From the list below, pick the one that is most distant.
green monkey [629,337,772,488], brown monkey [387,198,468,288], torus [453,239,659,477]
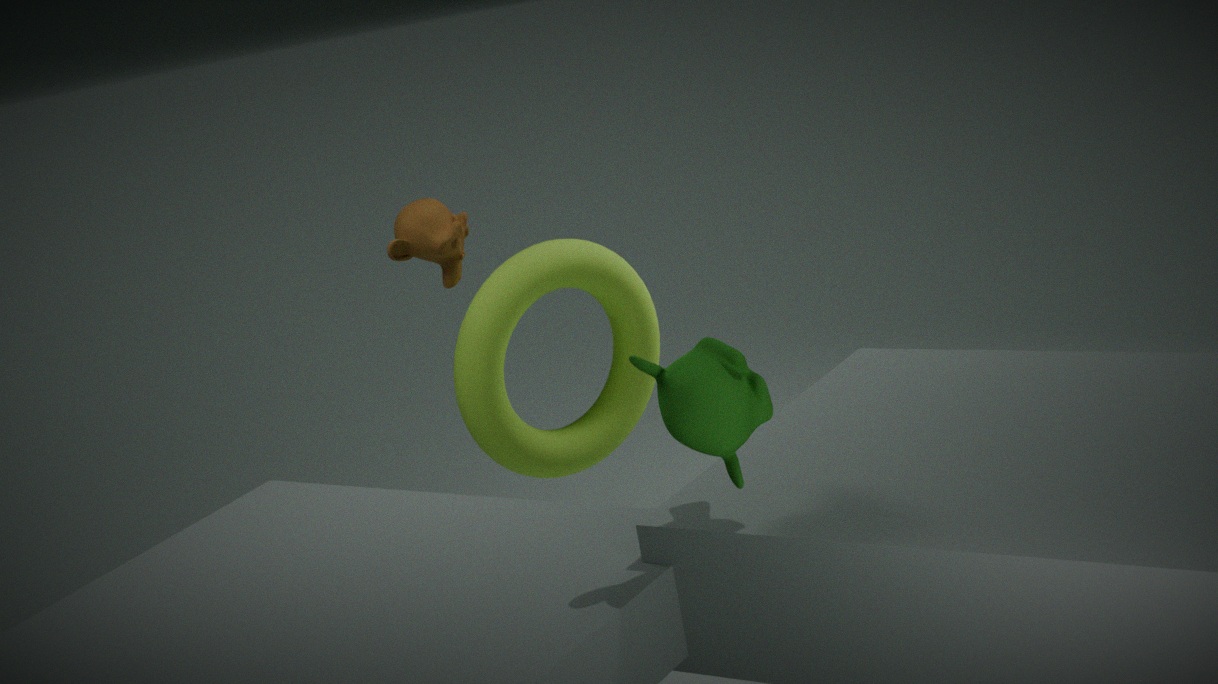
torus [453,239,659,477]
